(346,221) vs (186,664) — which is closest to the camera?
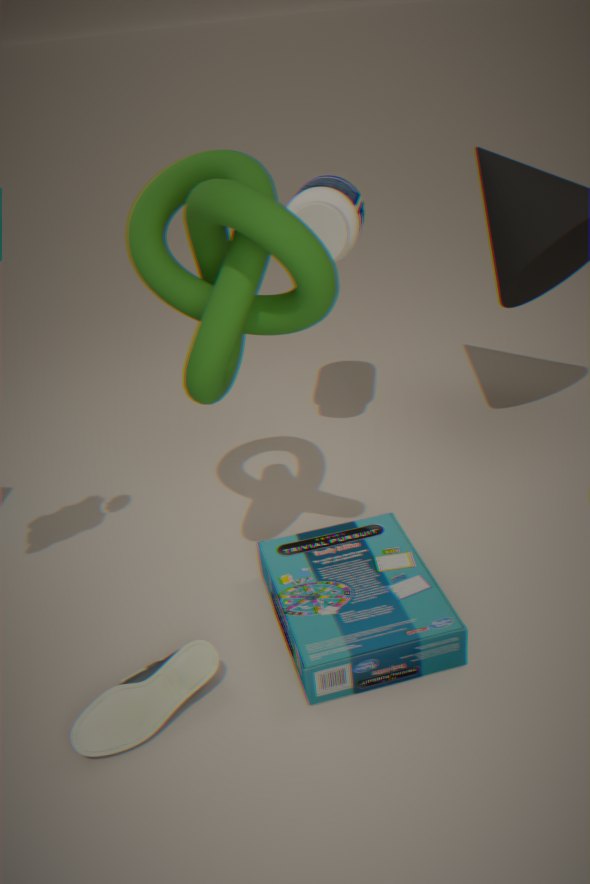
(186,664)
